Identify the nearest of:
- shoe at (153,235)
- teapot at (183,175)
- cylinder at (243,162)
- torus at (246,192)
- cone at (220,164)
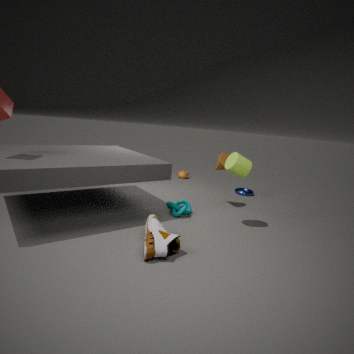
shoe at (153,235)
